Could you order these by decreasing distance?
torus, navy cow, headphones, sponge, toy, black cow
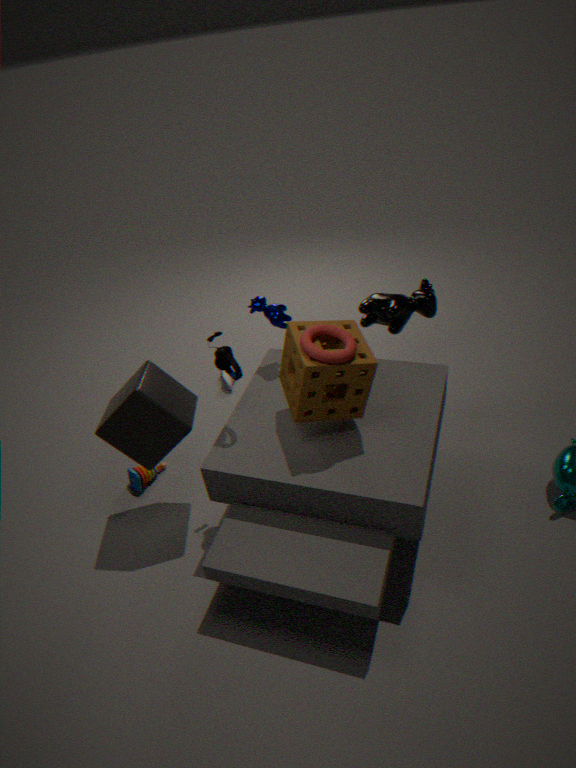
1. black cow
2. toy
3. navy cow
4. headphones
5. sponge
6. torus
